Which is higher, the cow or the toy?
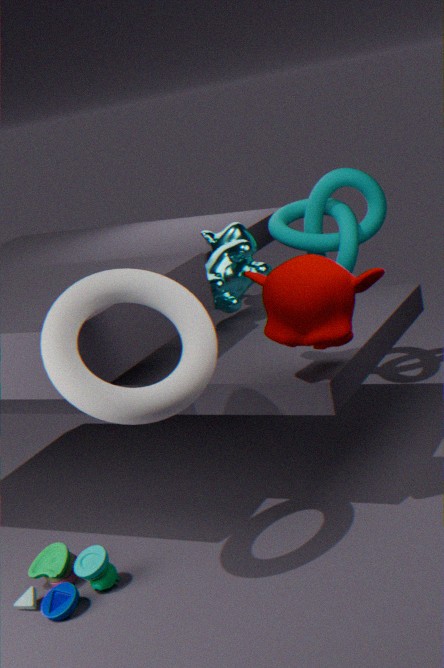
the cow
